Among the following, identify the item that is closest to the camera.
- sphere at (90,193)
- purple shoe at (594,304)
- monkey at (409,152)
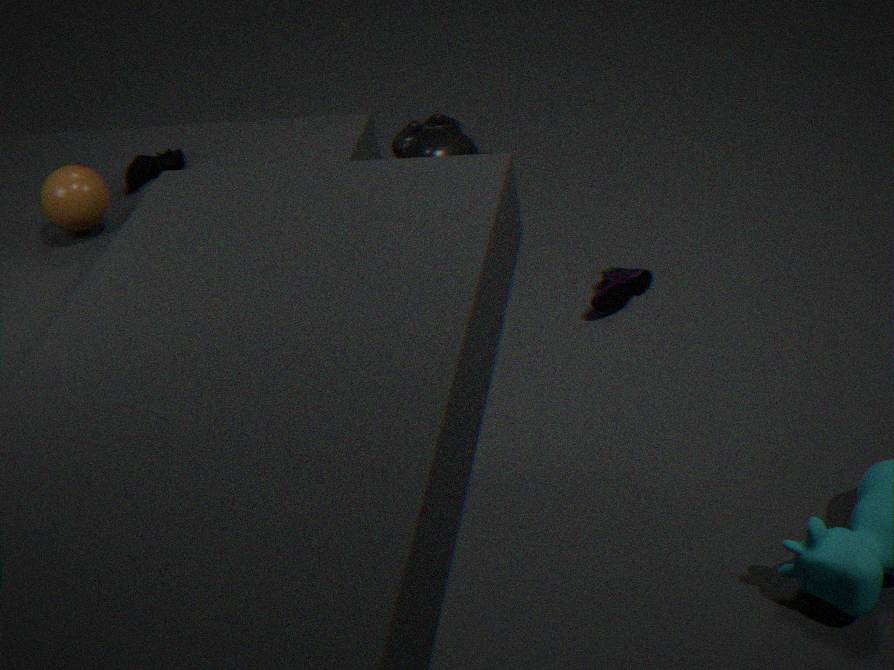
sphere at (90,193)
